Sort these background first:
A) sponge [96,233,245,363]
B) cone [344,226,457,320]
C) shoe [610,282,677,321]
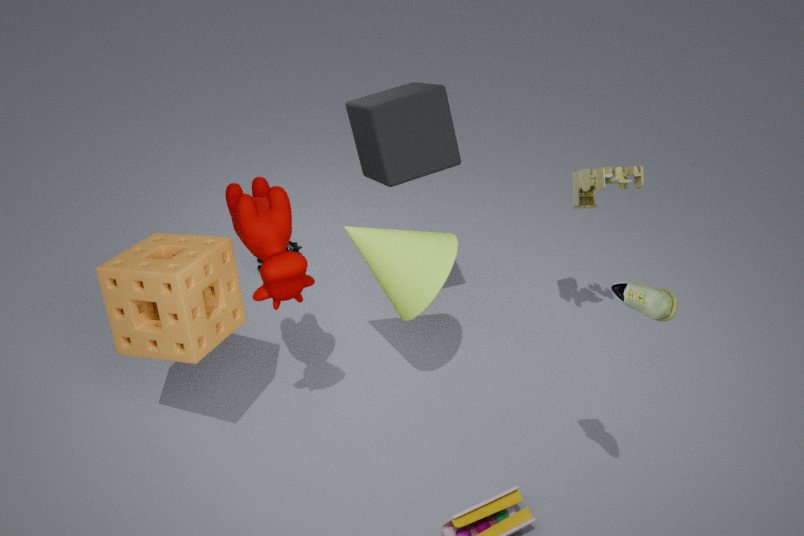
cone [344,226,457,320] < sponge [96,233,245,363] < shoe [610,282,677,321]
